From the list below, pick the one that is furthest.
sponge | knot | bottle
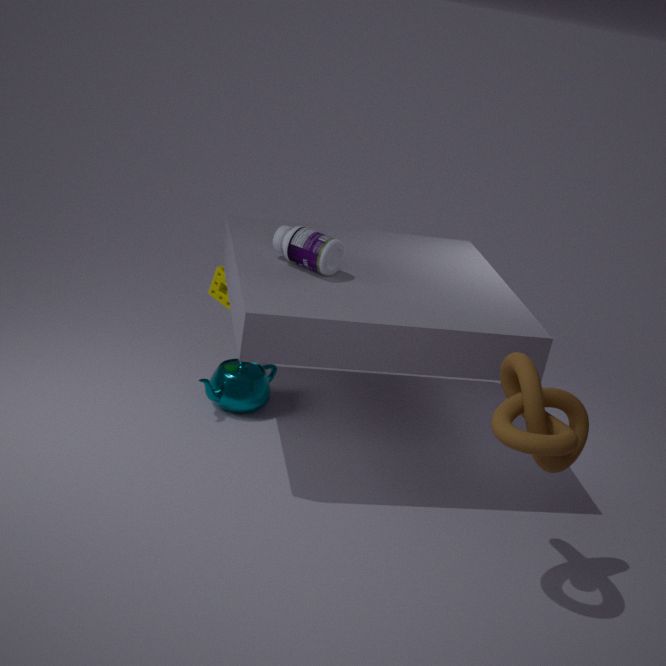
sponge
